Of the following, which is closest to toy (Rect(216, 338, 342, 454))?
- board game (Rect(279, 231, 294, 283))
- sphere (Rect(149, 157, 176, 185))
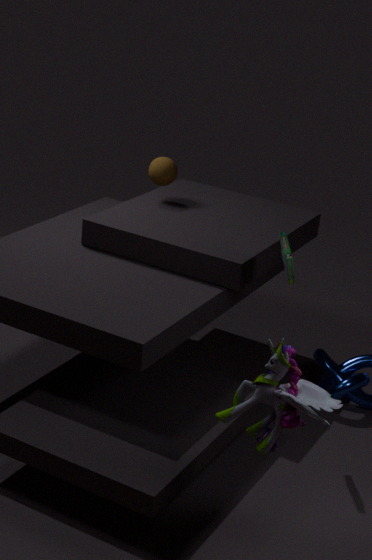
board game (Rect(279, 231, 294, 283))
